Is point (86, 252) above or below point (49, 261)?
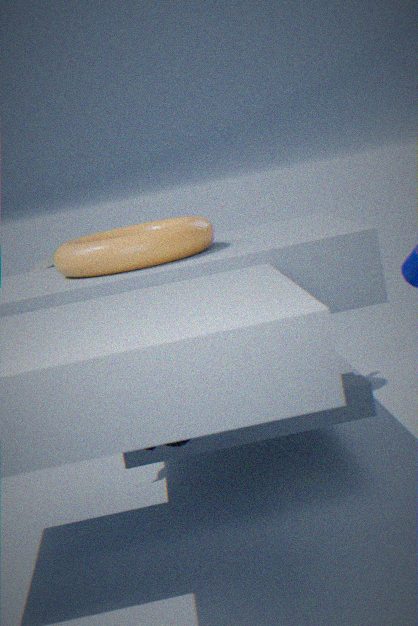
above
